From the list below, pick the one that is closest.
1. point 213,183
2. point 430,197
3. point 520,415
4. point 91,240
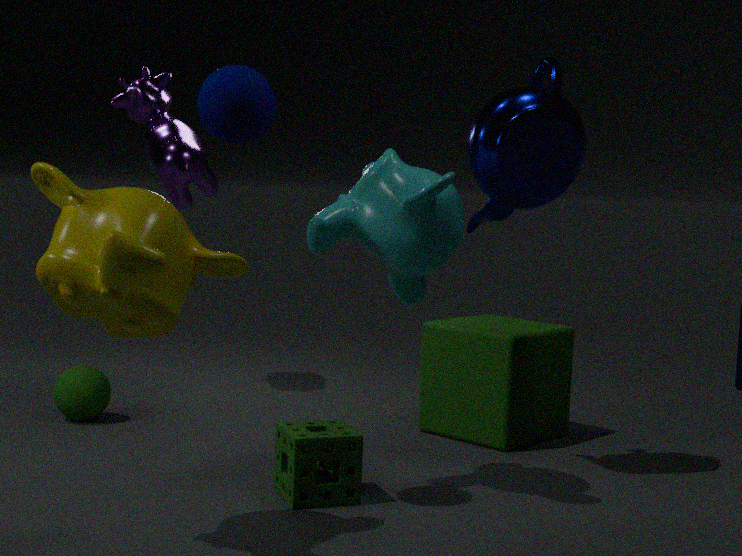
point 91,240
